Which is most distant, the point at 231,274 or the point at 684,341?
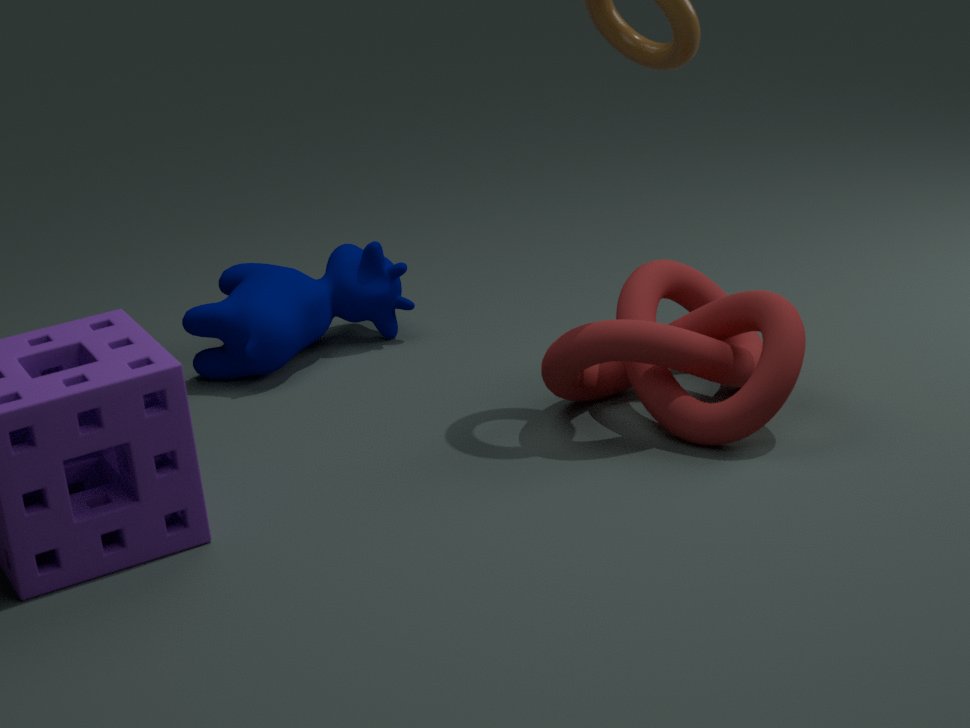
the point at 231,274
